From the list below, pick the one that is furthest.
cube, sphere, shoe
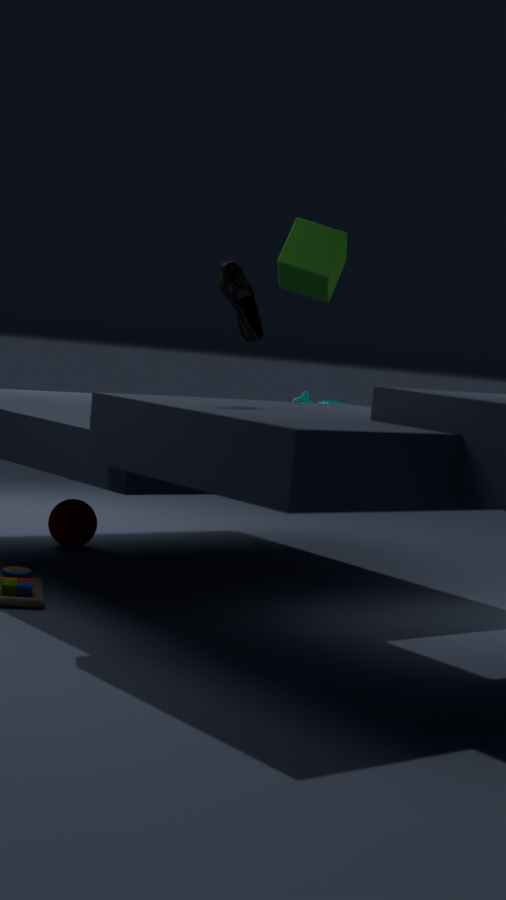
sphere
